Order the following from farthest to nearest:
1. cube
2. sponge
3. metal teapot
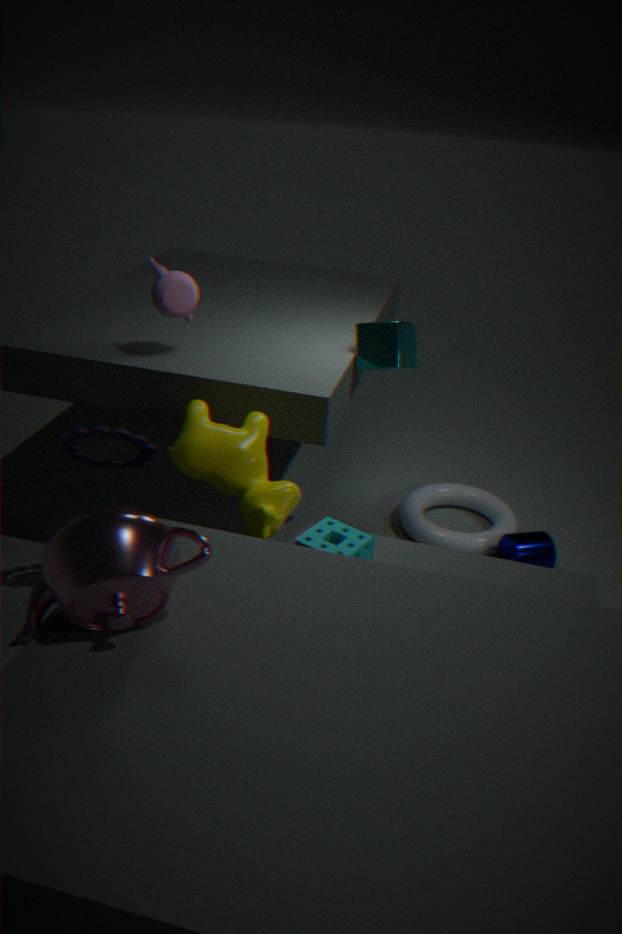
cube
sponge
metal teapot
